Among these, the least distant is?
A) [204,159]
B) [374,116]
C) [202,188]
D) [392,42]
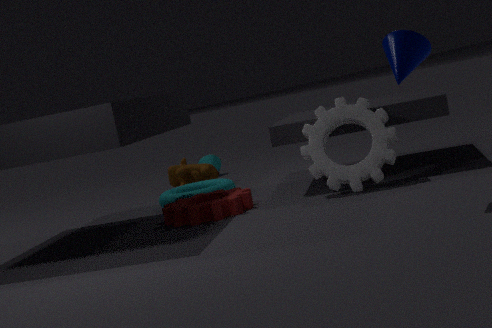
[392,42]
